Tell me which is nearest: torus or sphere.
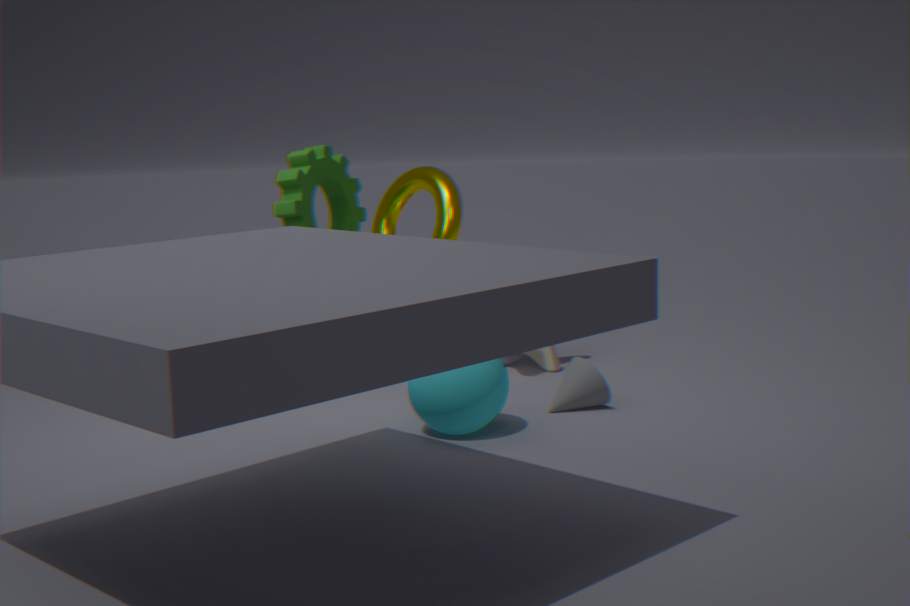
sphere
